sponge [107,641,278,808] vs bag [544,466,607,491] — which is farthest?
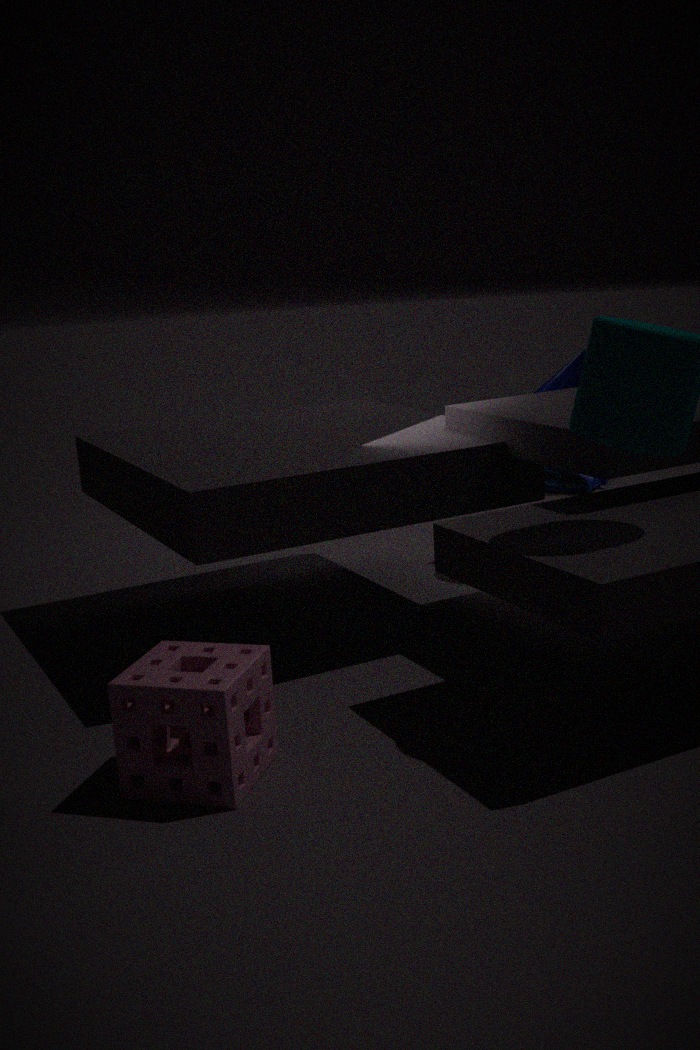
bag [544,466,607,491]
